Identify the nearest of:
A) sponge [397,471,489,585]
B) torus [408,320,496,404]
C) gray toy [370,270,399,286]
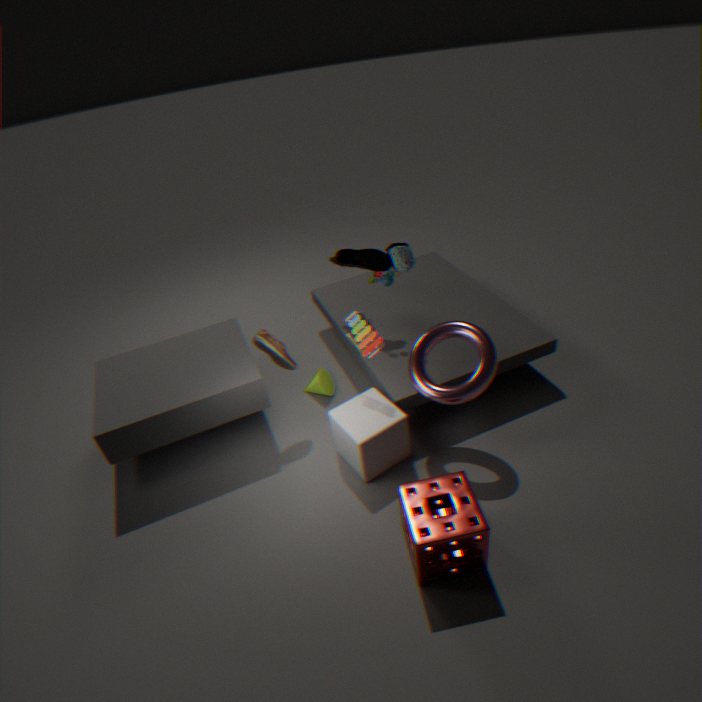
sponge [397,471,489,585]
